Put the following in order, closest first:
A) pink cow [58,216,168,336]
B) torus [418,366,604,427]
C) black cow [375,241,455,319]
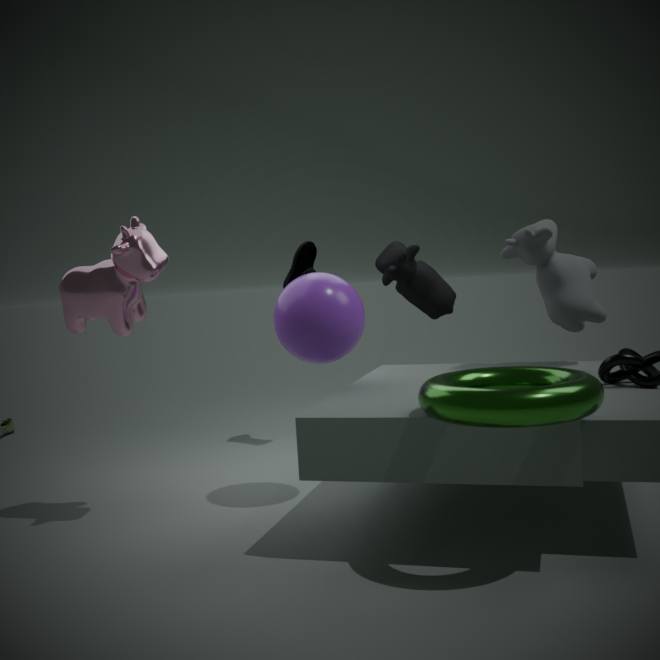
torus [418,366,604,427] < pink cow [58,216,168,336] < black cow [375,241,455,319]
